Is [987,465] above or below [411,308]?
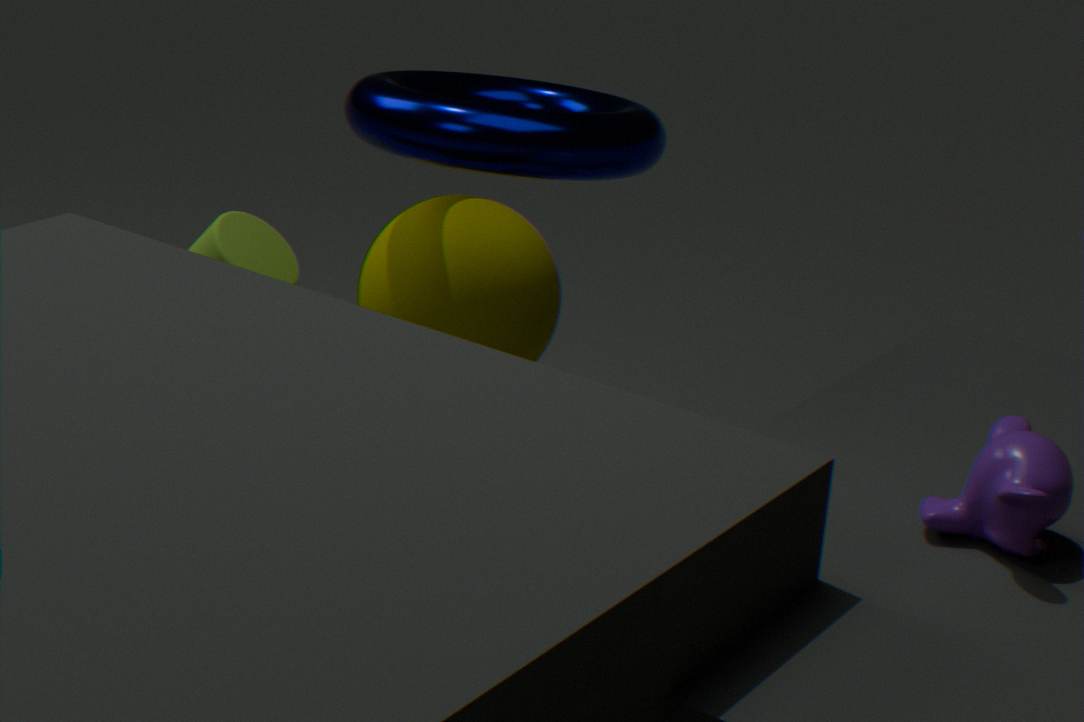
above
